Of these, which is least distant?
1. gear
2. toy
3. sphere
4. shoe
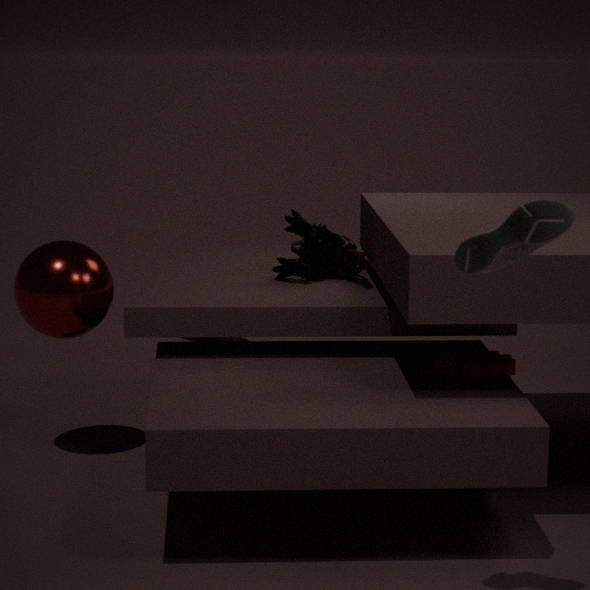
shoe
